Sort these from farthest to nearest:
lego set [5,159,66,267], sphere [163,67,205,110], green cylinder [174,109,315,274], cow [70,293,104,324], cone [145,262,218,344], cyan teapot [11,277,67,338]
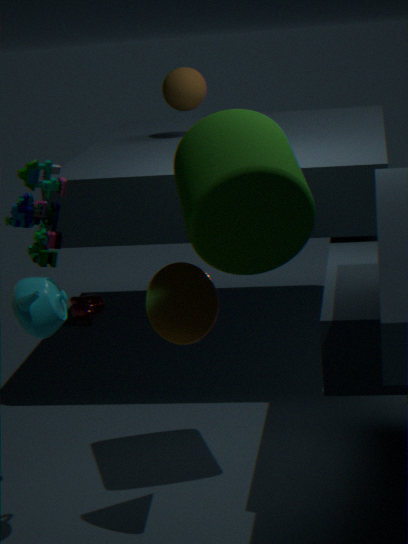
cow [70,293,104,324] < sphere [163,67,205,110] < lego set [5,159,66,267] < green cylinder [174,109,315,274] < cone [145,262,218,344] < cyan teapot [11,277,67,338]
